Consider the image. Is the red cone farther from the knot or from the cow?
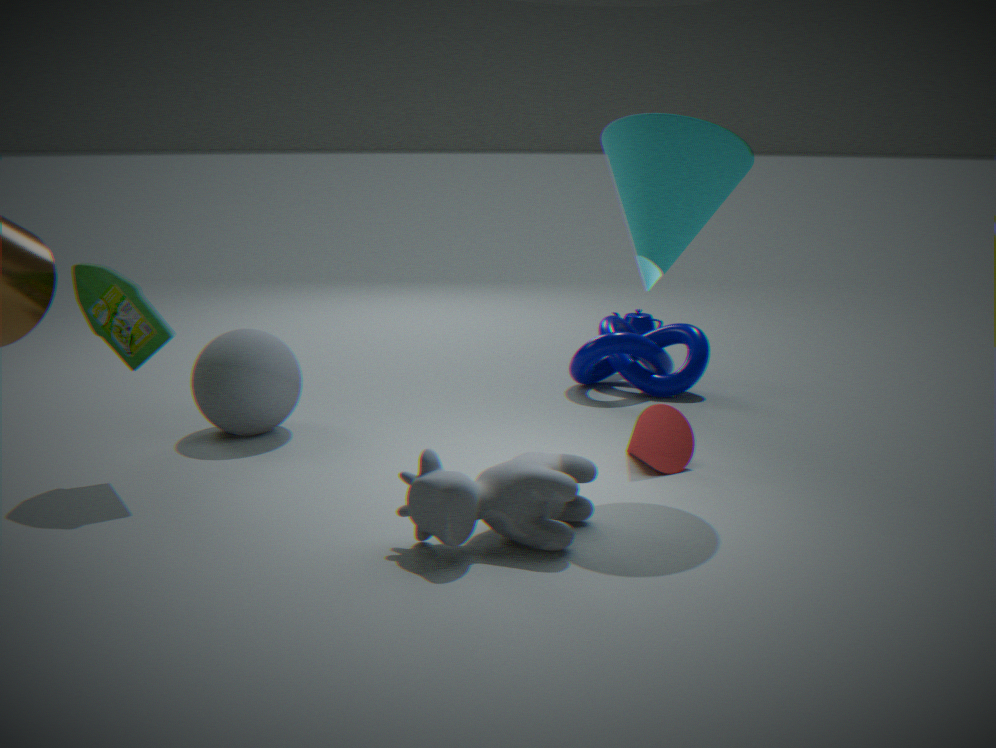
the knot
